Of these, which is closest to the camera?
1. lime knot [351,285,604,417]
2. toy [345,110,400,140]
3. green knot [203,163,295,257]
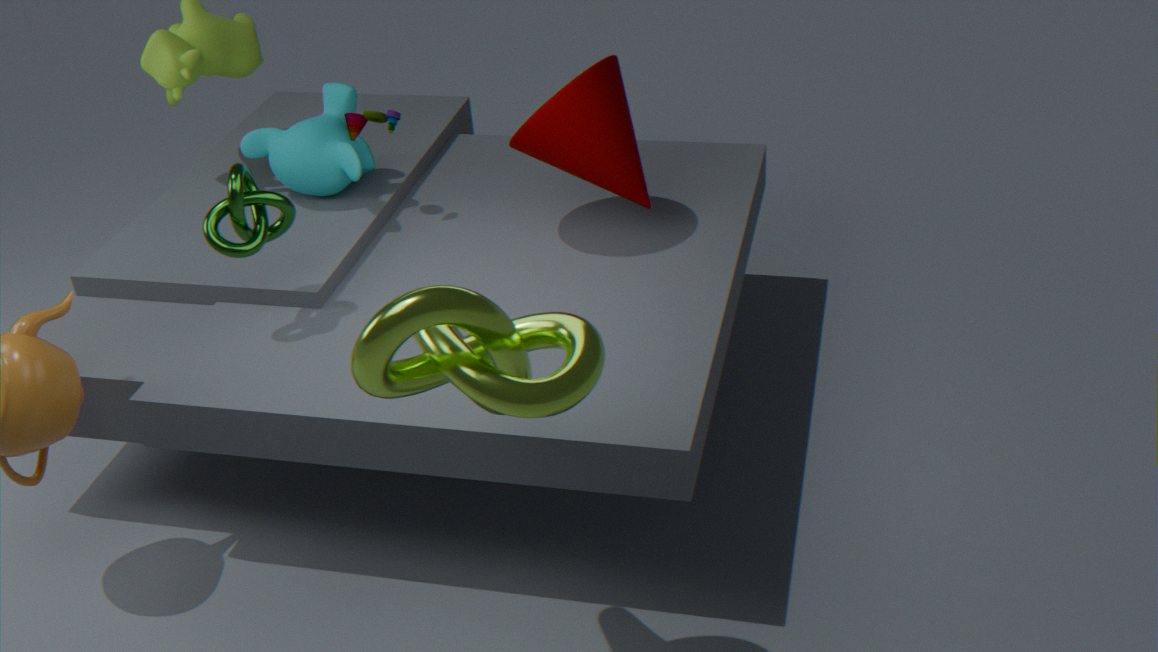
lime knot [351,285,604,417]
